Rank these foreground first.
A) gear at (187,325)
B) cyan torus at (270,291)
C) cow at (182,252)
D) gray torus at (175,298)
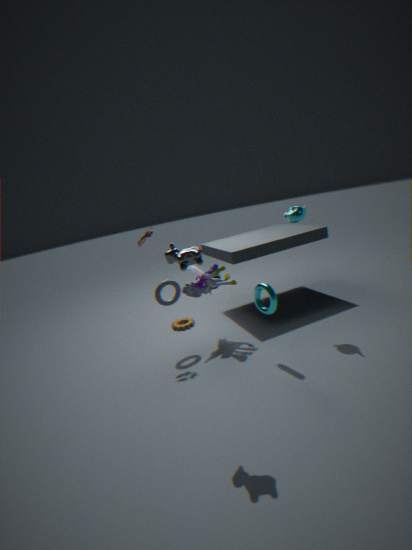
C. cow at (182,252)
B. cyan torus at (270,291)
D. gray torus at (175,298)
A. gear at (187,325)
